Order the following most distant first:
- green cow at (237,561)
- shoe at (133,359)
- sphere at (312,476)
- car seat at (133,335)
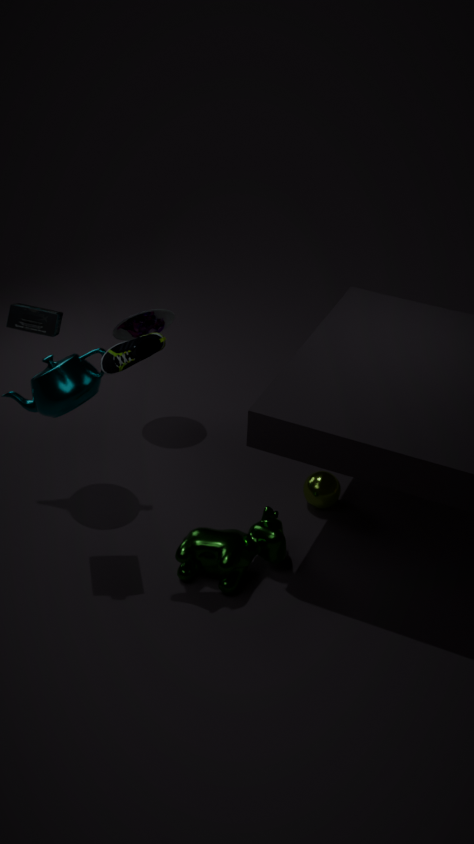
car seat at (133,335) → sphere at (312,476) → green cow at (237,561) → shoe at (133,359)
